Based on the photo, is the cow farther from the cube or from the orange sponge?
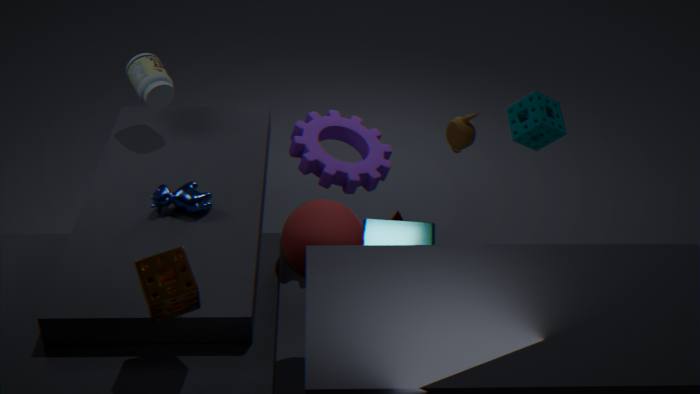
the cube
